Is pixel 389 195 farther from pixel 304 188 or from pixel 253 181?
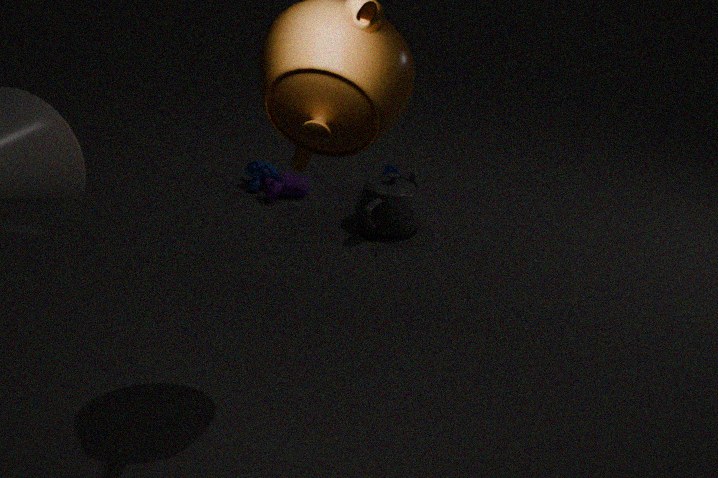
pixel 253 181
